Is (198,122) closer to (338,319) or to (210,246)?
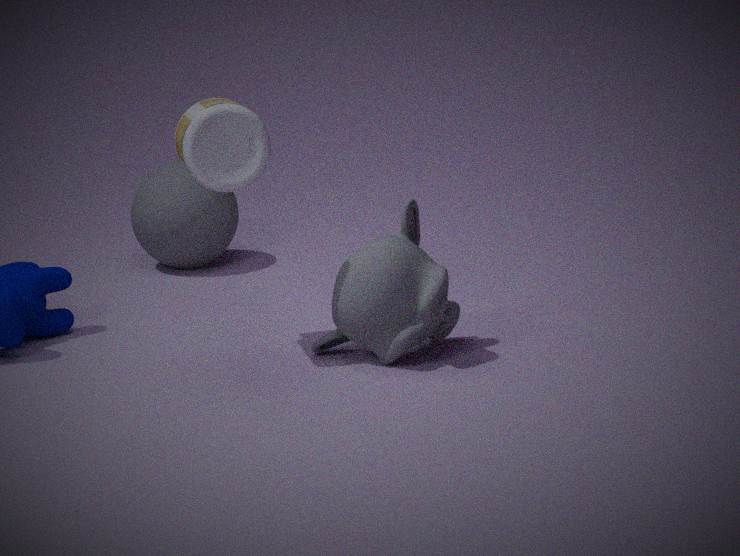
(338,319)
